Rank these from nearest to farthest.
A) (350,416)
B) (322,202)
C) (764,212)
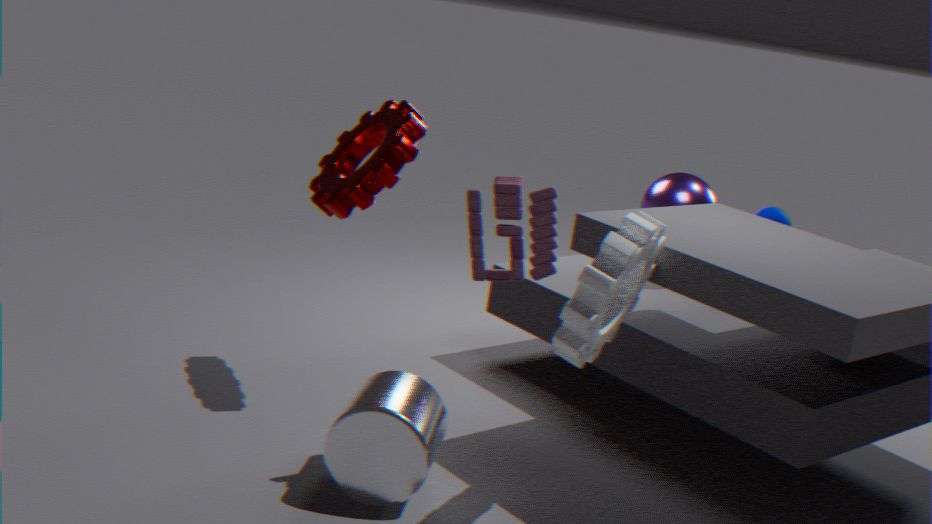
(350,416), (322,202), (764,212)
